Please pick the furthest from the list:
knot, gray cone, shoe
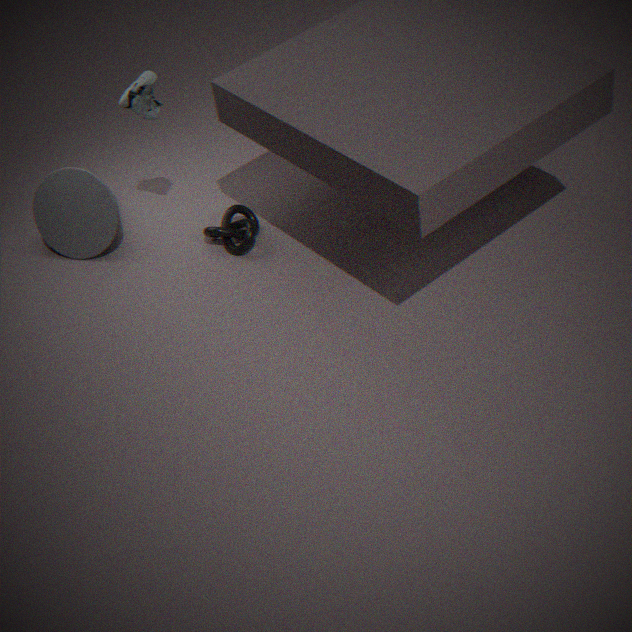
gray cone
